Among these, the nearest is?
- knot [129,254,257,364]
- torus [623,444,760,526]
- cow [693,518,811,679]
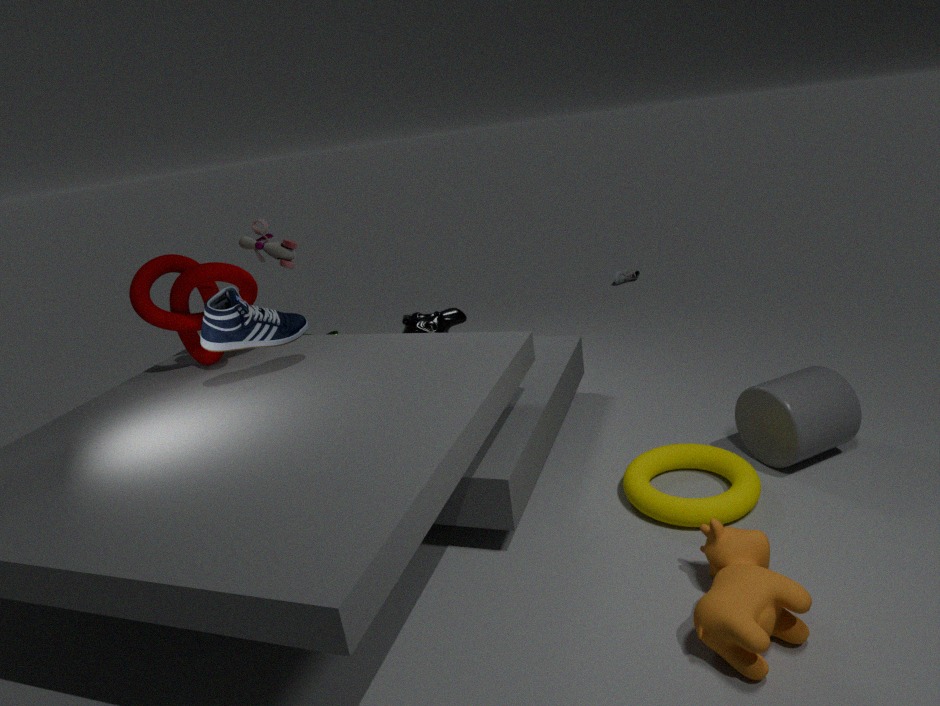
cow [693,518,811,679]
